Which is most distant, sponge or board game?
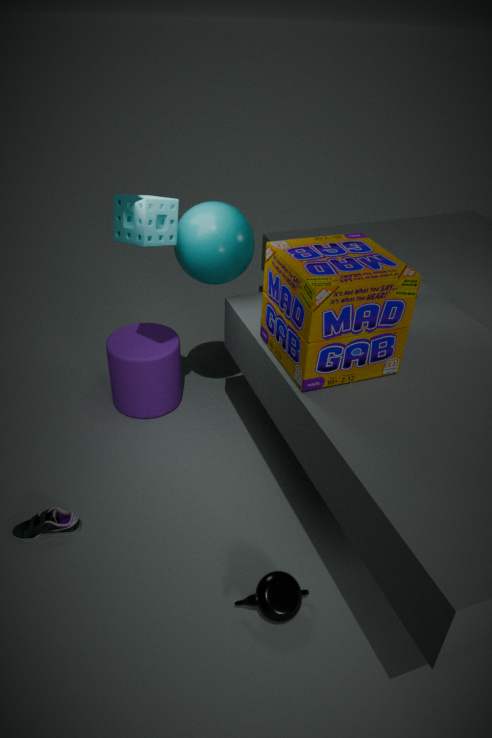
sponge
